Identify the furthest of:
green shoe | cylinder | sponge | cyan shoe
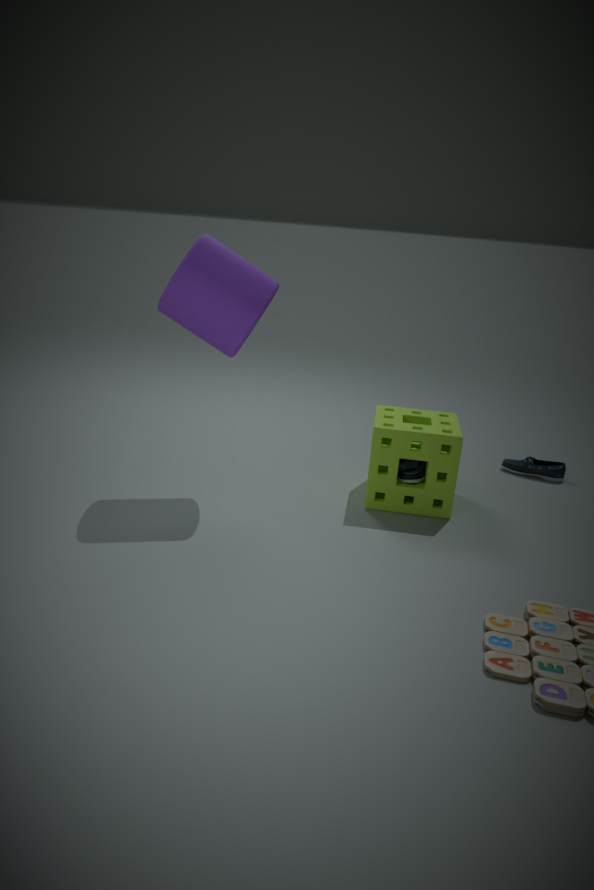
cyan shoe
